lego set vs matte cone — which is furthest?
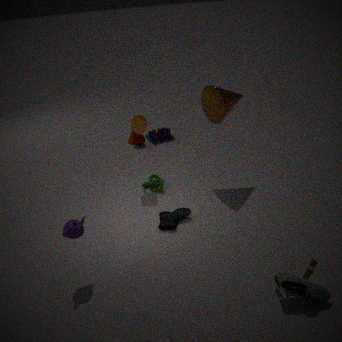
matte cone
